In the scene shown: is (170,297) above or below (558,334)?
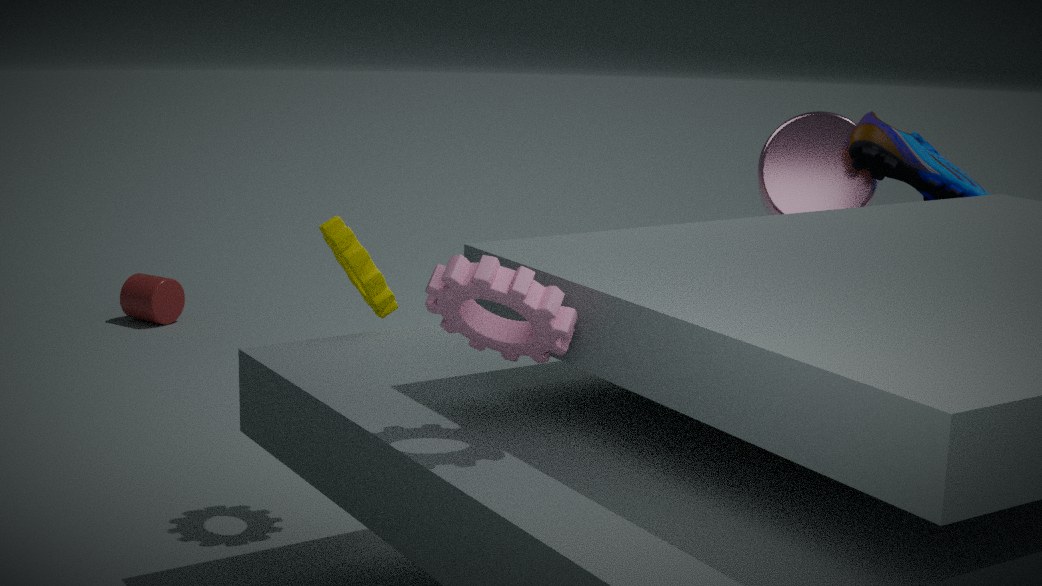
below
